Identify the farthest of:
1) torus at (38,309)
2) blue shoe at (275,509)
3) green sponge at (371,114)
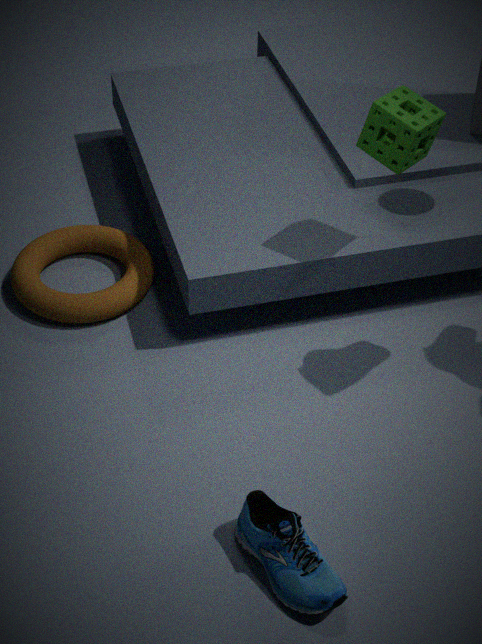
1. torus at (38,309)
